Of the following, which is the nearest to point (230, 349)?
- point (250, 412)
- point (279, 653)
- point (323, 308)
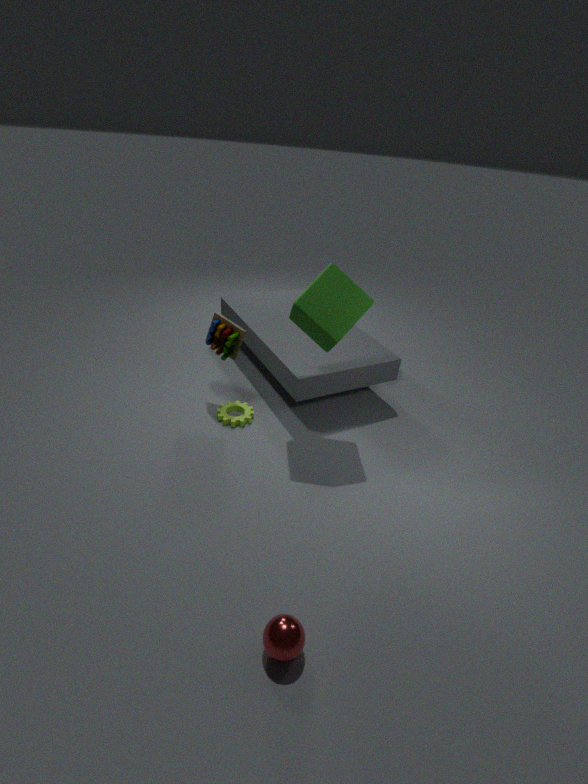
point (250, 412)
